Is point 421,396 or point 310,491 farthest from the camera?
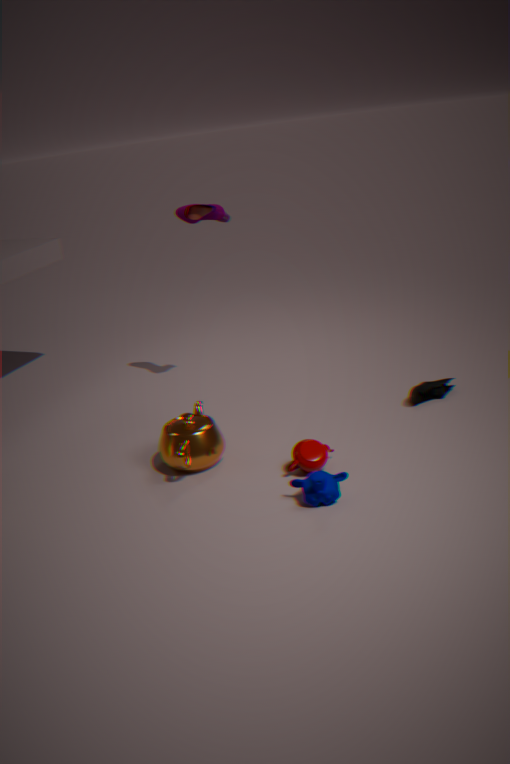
point 421,396
